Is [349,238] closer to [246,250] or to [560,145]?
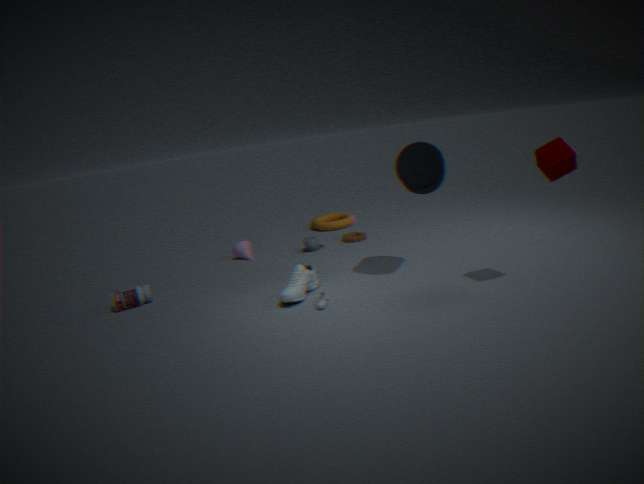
[246,250]
